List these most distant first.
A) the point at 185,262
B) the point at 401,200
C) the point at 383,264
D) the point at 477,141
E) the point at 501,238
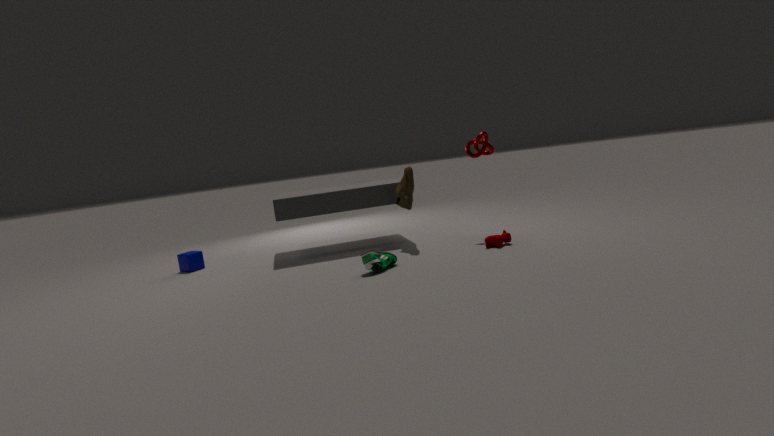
1. A. the point at 185,262
2. B. the point at 401,200
3. D. the point at 477,141
4. E. the point at 501,238
5. C. the point at 383,264
